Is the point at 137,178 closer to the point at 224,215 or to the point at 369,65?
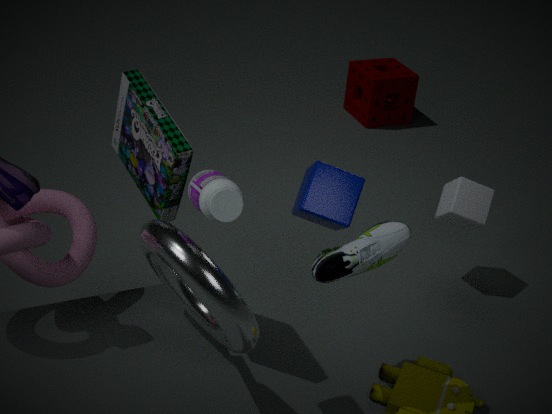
the point at 224,215
